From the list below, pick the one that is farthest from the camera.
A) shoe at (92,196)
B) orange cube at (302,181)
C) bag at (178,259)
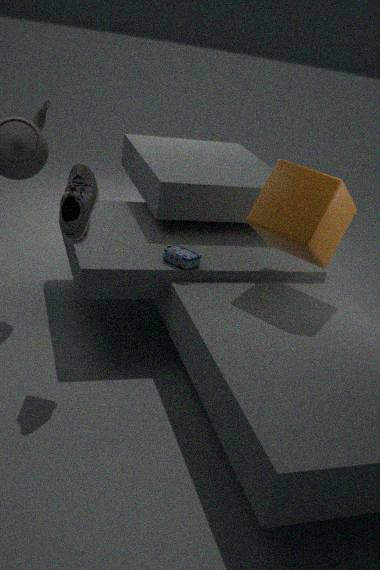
C. bag at (178,259)
